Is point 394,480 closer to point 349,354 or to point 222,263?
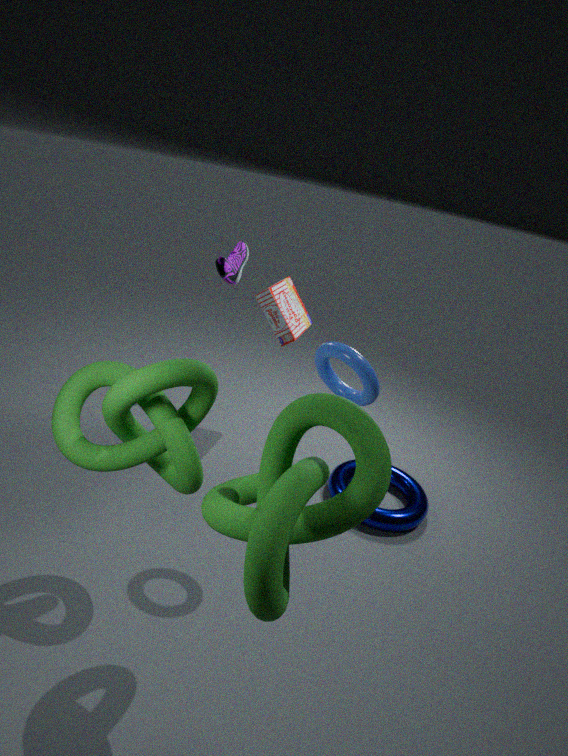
point 349,354
